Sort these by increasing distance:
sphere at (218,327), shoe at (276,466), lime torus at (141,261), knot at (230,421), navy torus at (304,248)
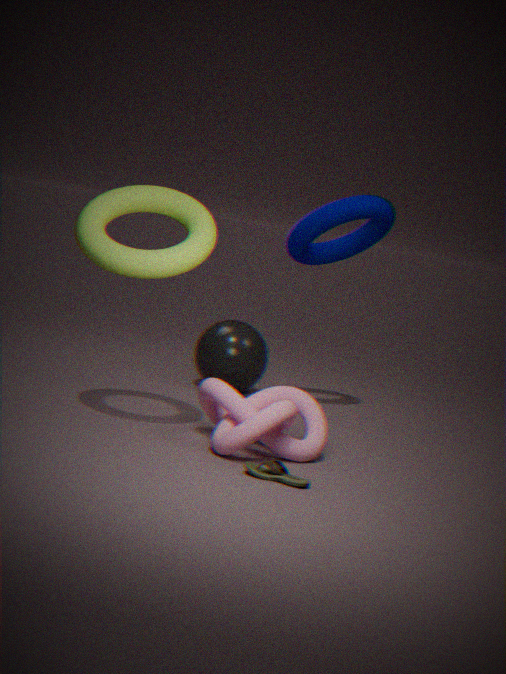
1. shoe at (276,466)
2. knot at (230,421)
3. lime torus at (141,261)
4. navy torus at (304,248)
5. sphere at (218,327)
